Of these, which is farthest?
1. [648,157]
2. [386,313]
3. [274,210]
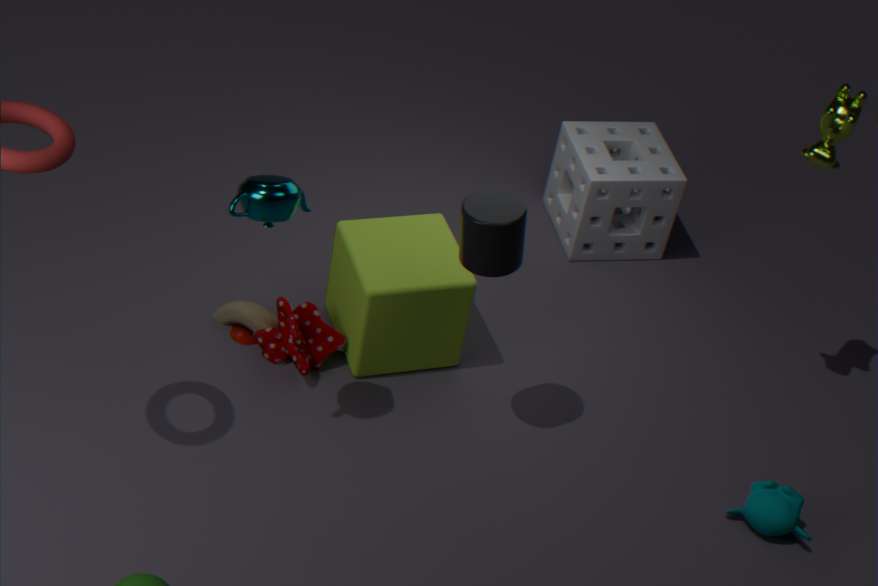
[648,157]
